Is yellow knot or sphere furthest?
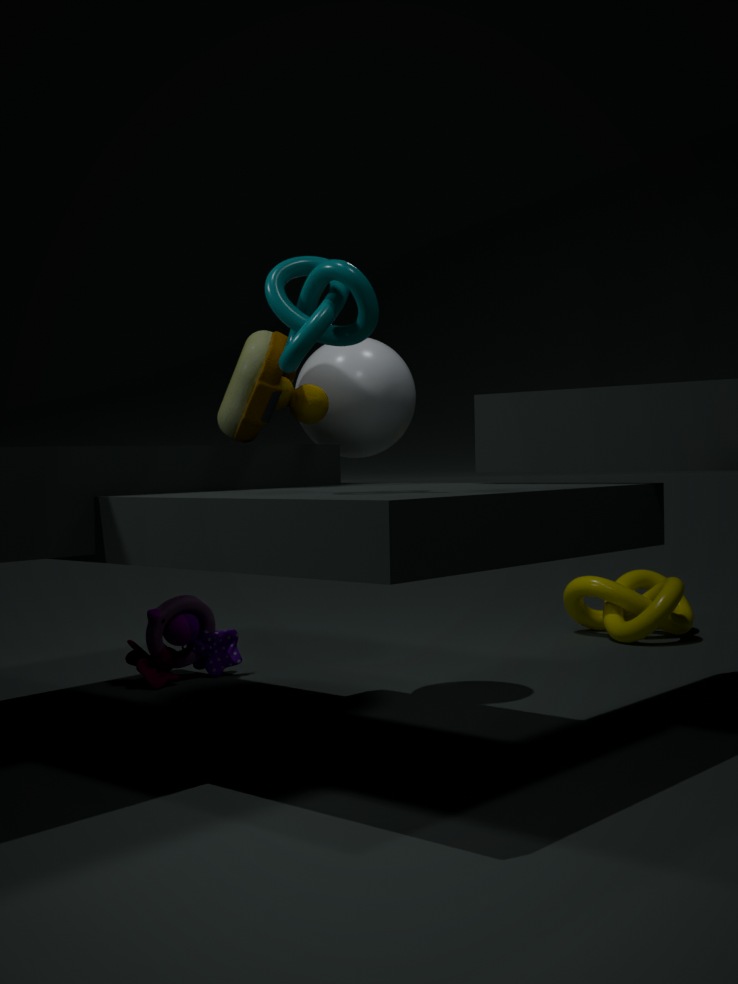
yellow knot
